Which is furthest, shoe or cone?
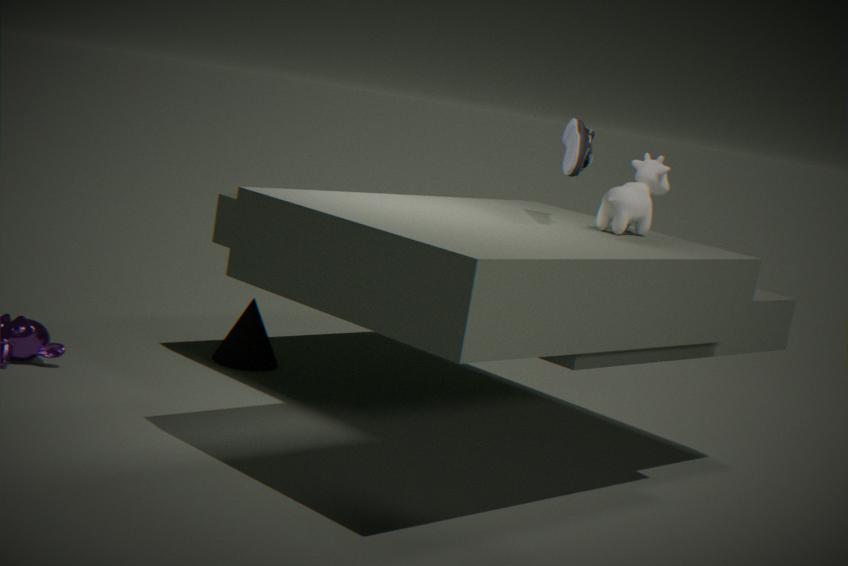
cone
